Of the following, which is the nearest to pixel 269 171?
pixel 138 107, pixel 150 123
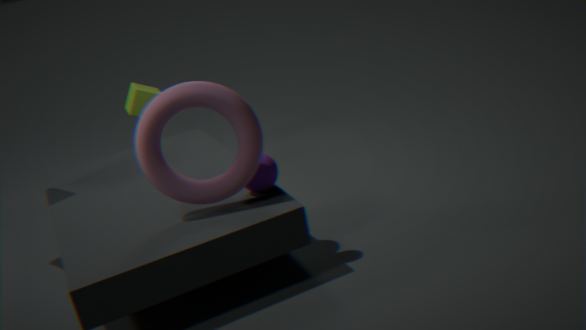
pixel 150 123
